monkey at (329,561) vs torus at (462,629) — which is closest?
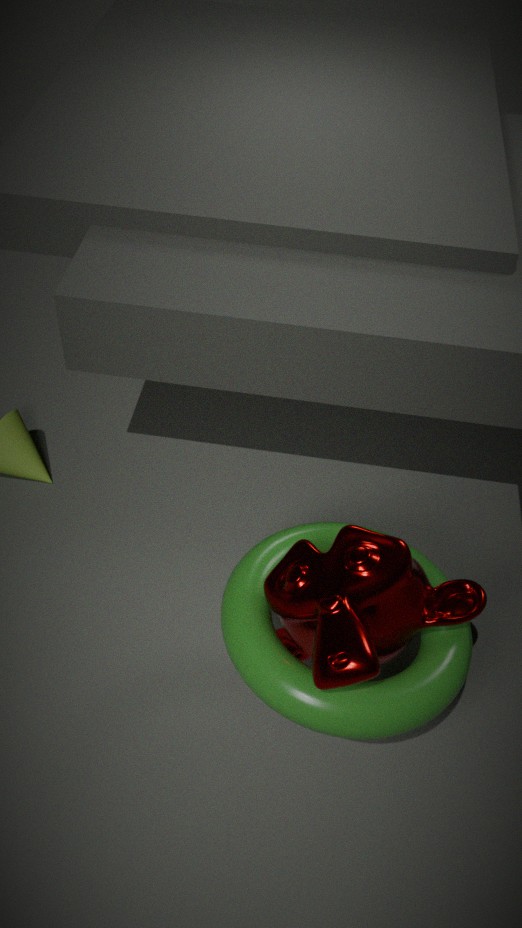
monkey at (329,561)
